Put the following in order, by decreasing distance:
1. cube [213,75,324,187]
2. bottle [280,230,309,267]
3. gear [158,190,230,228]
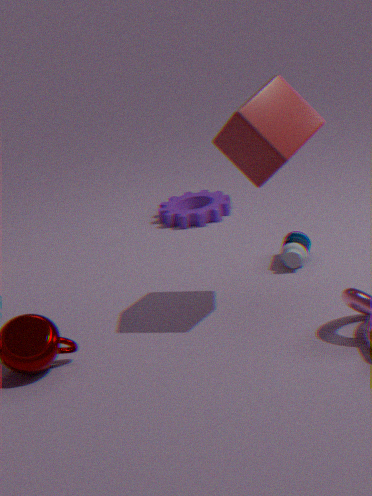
gear [158,190,230,228] → bottle [280,230,309,267] → cube [213,75,324,187]
